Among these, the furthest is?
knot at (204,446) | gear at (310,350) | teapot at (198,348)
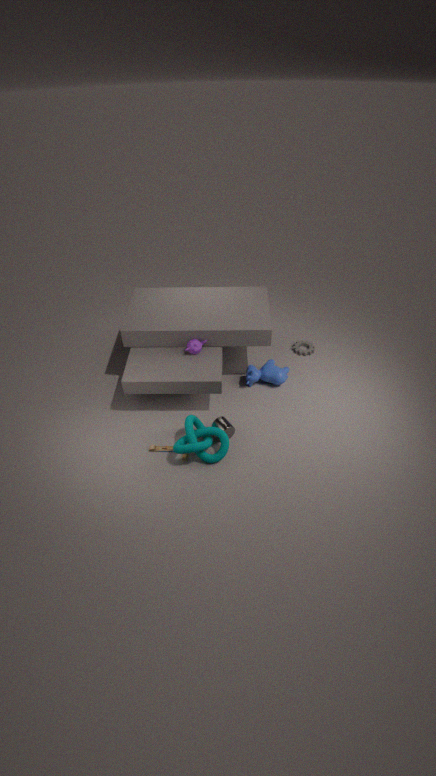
gear at (310,350)
